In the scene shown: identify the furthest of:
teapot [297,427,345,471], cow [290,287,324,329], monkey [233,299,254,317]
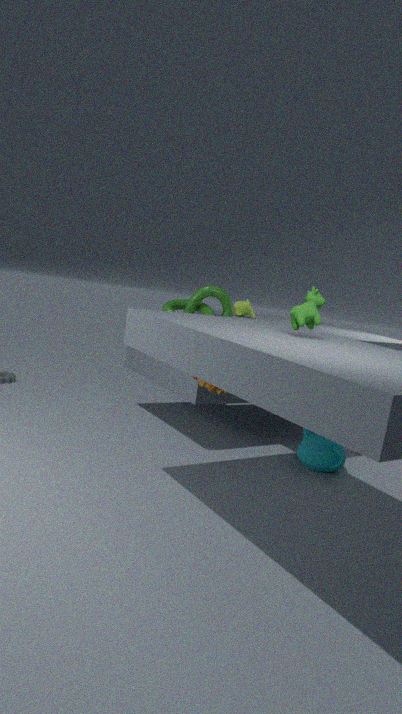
monkey [233,299,254,317]
